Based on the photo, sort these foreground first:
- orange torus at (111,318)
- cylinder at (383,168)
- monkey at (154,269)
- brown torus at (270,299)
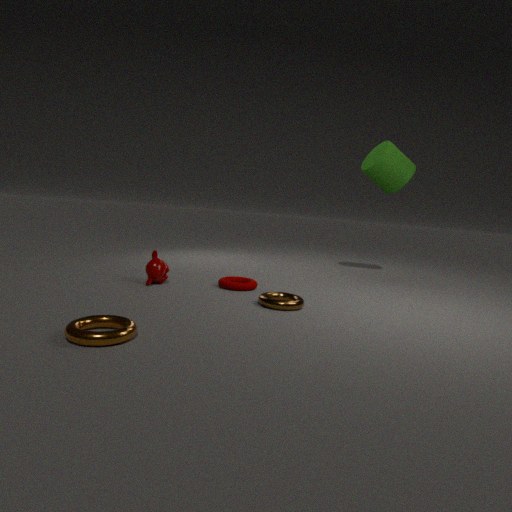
orange torus at (111,318), brown torus at (270,299), monkey at (154,269), cylinder at (383,168)
